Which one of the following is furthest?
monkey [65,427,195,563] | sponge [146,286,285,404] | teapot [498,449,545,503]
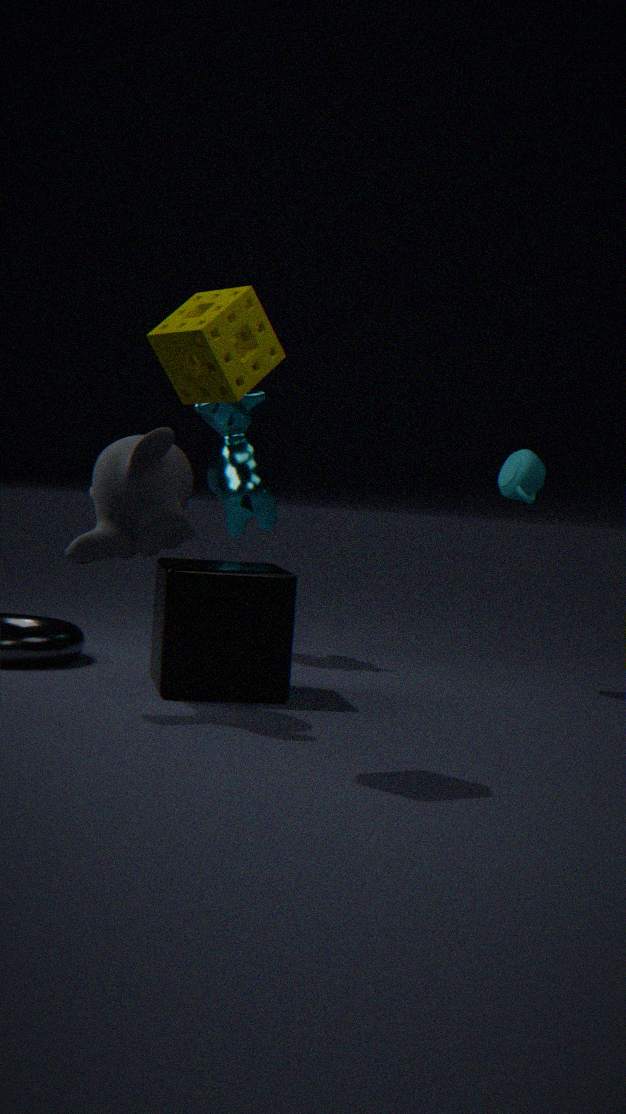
teapot [498,449,545,503]
